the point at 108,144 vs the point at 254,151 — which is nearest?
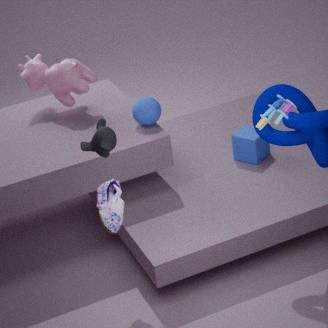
the point at 108,144
